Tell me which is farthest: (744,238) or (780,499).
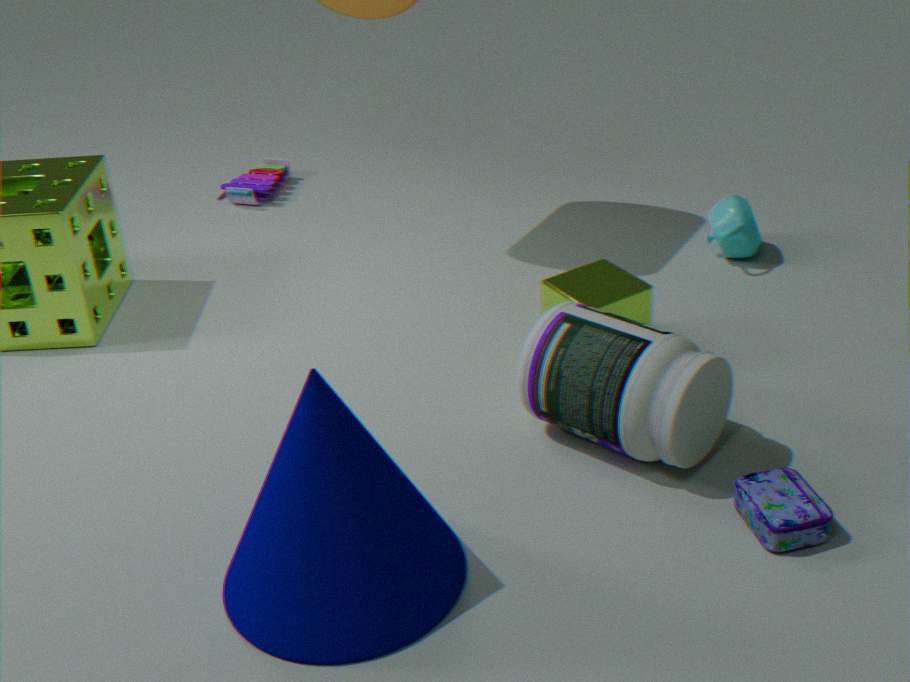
(744,238)
